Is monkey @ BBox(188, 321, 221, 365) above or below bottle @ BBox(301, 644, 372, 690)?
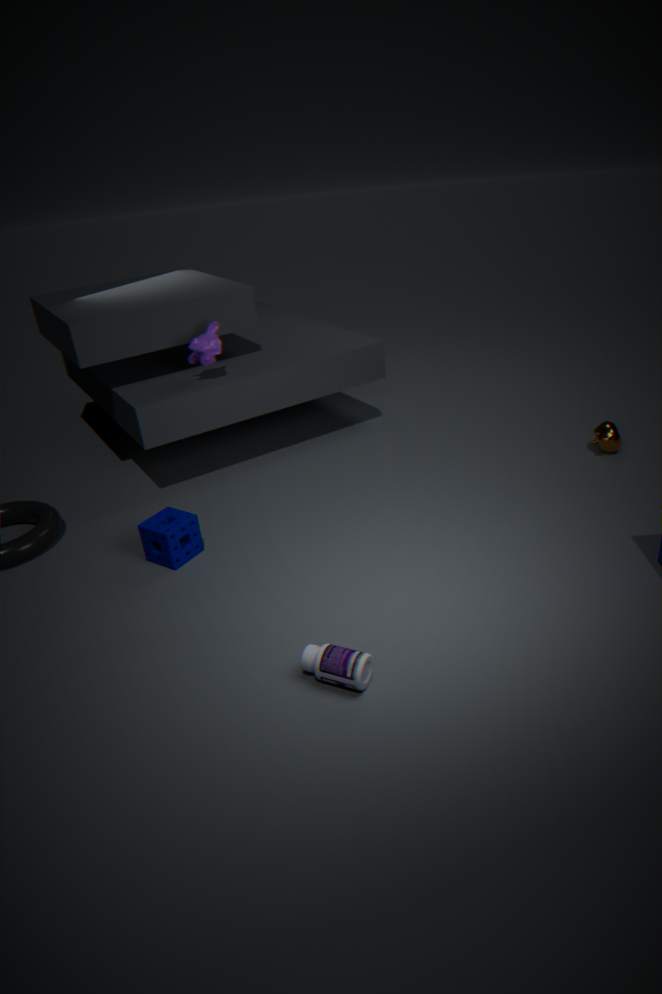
above
